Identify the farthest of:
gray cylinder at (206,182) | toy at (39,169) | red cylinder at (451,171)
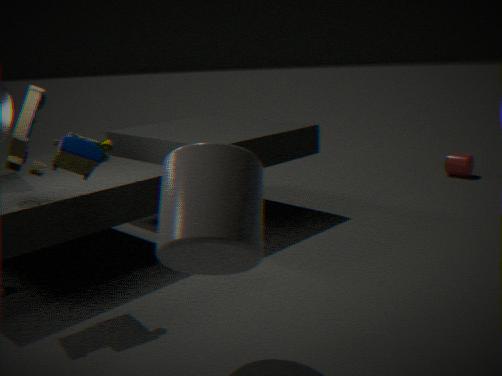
red cylinder at (451,171)
